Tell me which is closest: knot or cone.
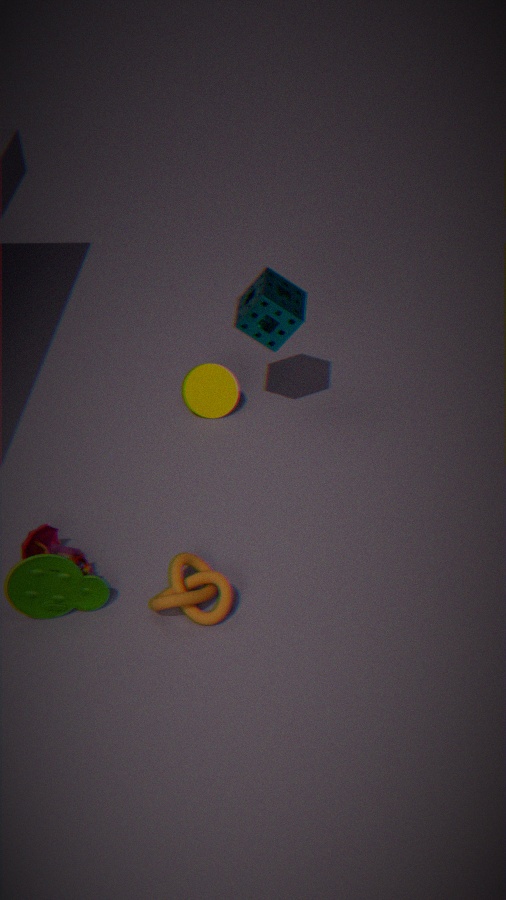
knot
